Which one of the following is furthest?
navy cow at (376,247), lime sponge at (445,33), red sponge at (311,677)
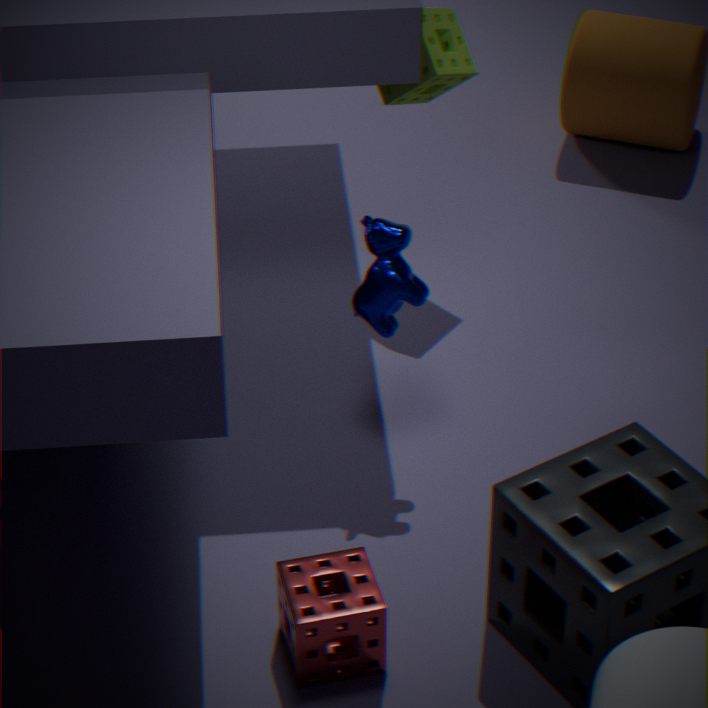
lime sponge at (445,33)
